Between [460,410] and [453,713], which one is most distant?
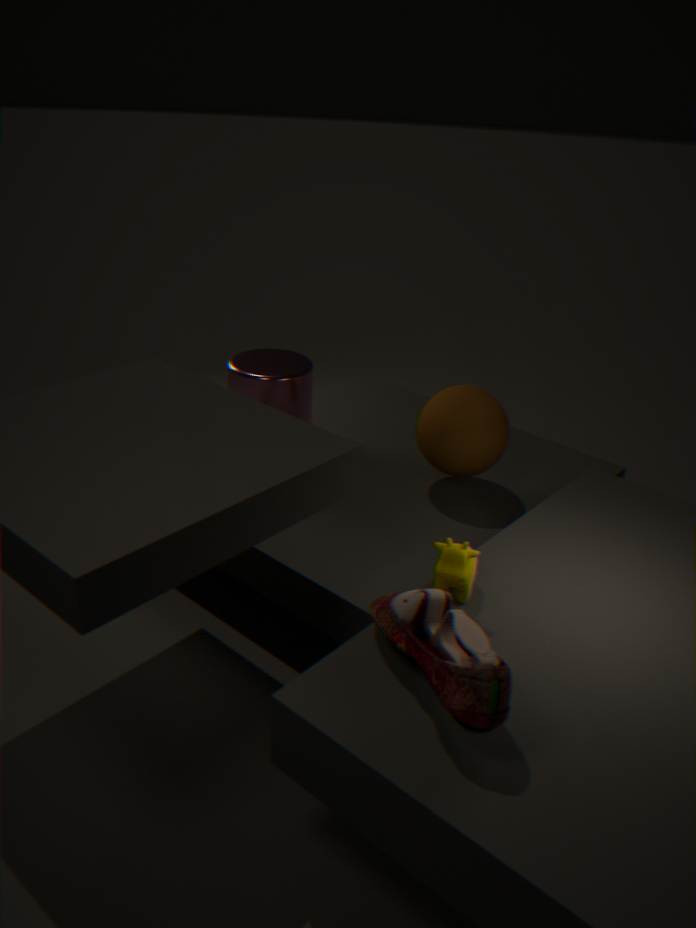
[460,410]
